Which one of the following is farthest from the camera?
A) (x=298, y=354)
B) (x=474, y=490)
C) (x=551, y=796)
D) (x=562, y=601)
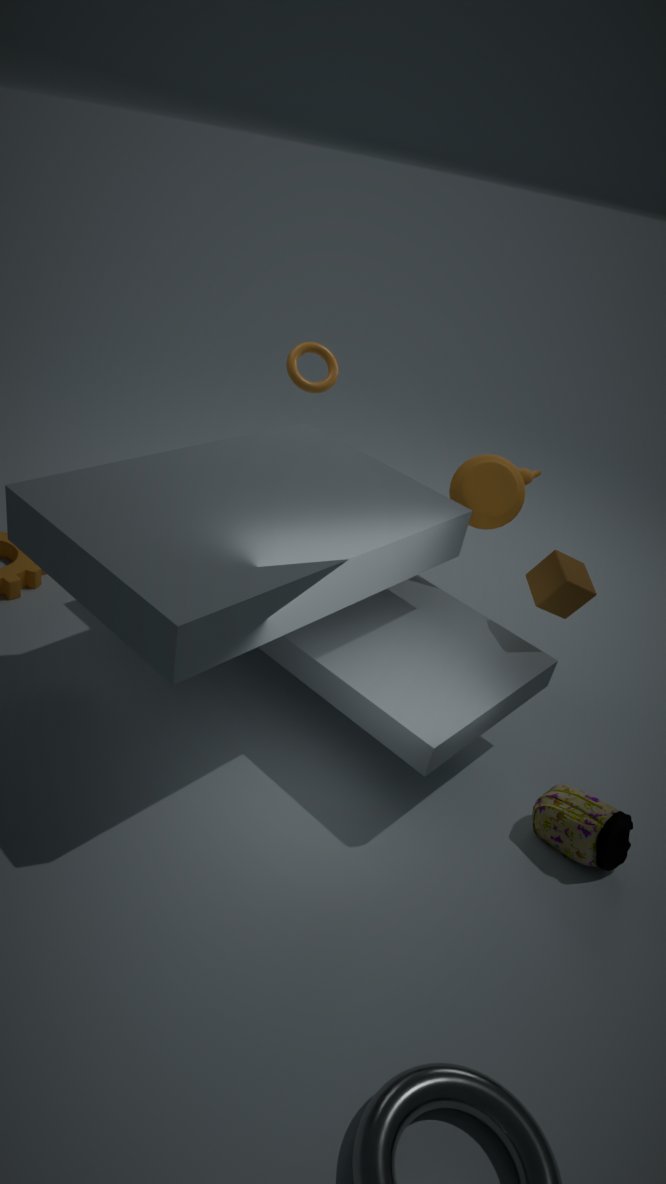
(x=298, y=354)
